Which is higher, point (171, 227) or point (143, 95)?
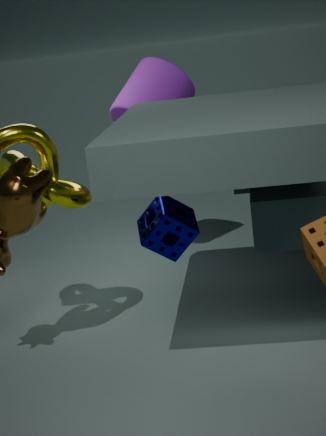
point (143, 95)
